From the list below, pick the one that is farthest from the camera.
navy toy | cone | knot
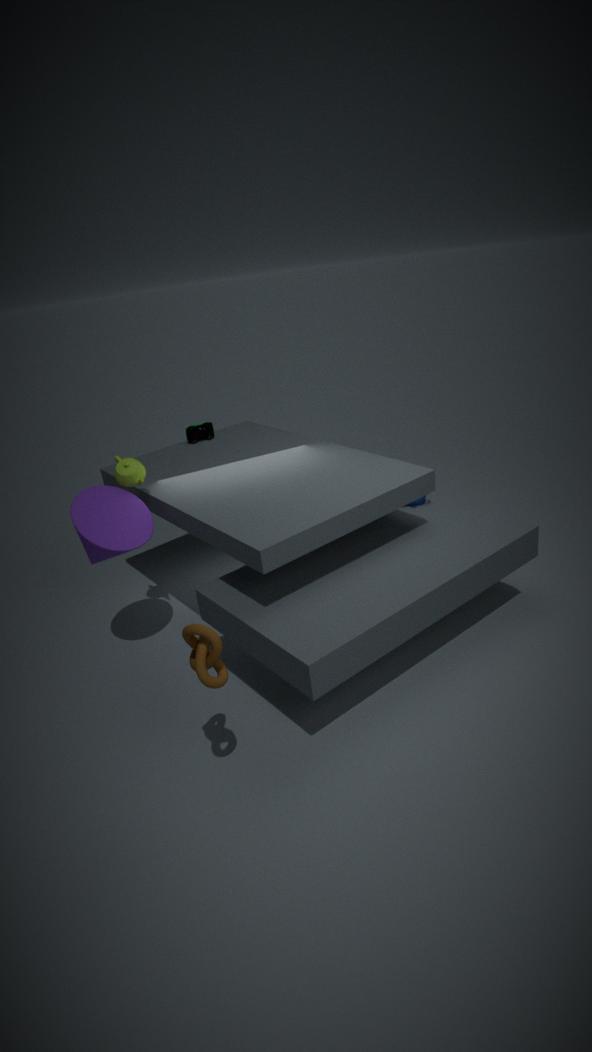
navy toy
